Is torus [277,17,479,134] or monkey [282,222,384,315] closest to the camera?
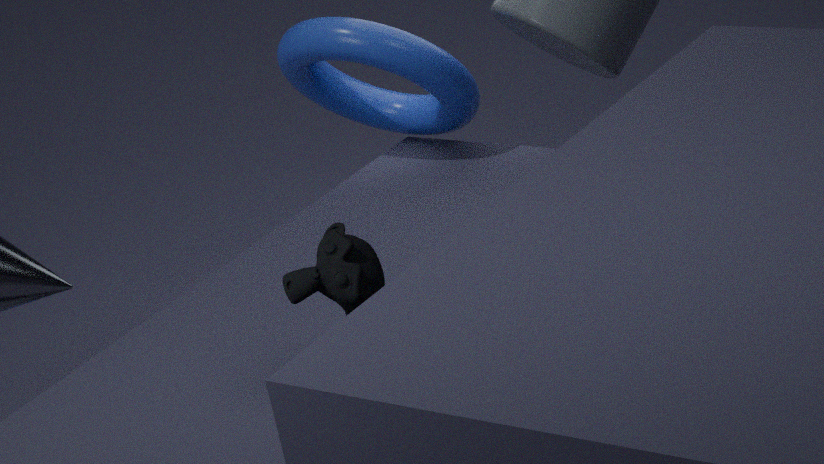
monkey [282,222,384,315]
